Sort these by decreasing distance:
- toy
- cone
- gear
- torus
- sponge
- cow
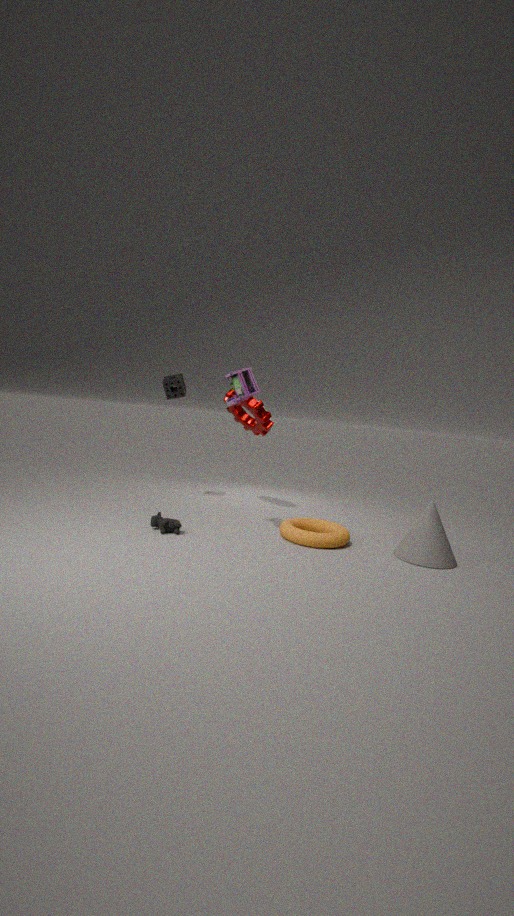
sponge, gear, toy, torus, cow, cone
